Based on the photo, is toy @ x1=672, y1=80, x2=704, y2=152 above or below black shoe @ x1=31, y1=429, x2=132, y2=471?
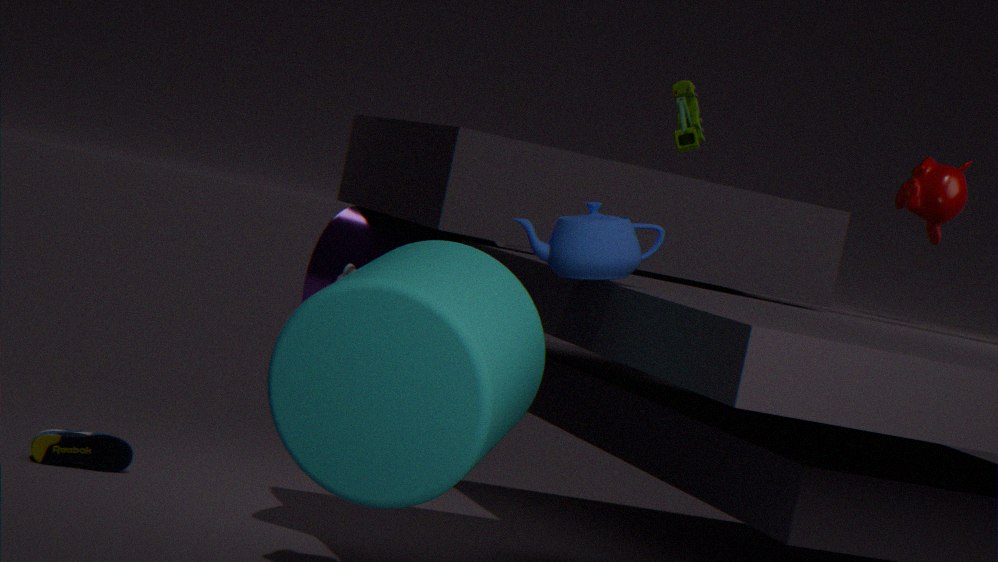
above
